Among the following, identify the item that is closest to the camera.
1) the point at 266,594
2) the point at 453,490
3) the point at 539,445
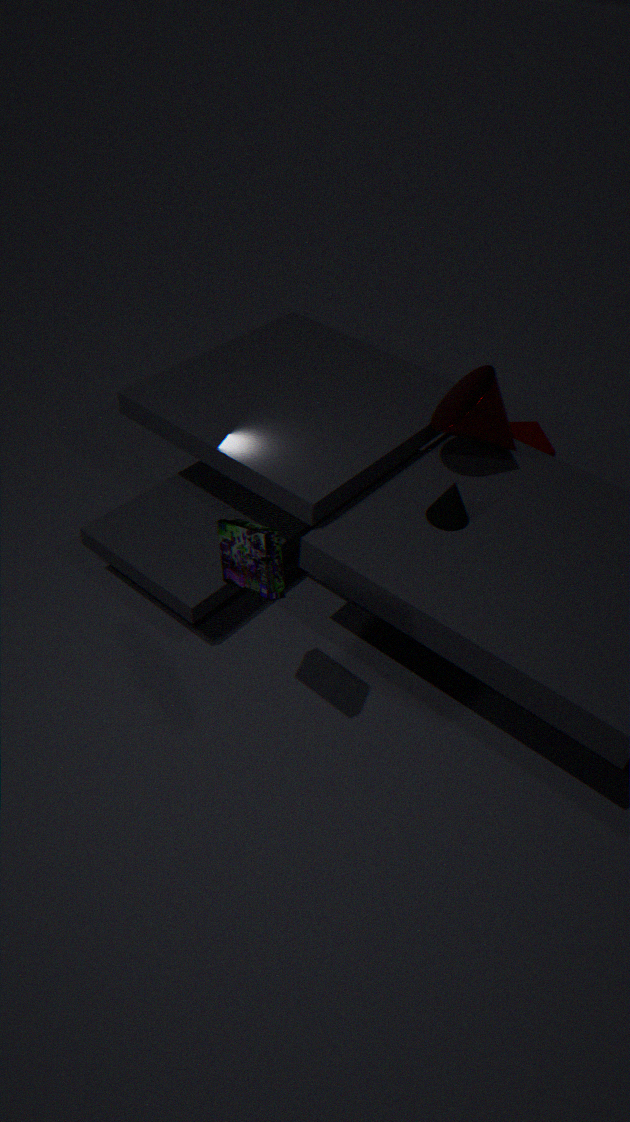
1. the point at 266,594
